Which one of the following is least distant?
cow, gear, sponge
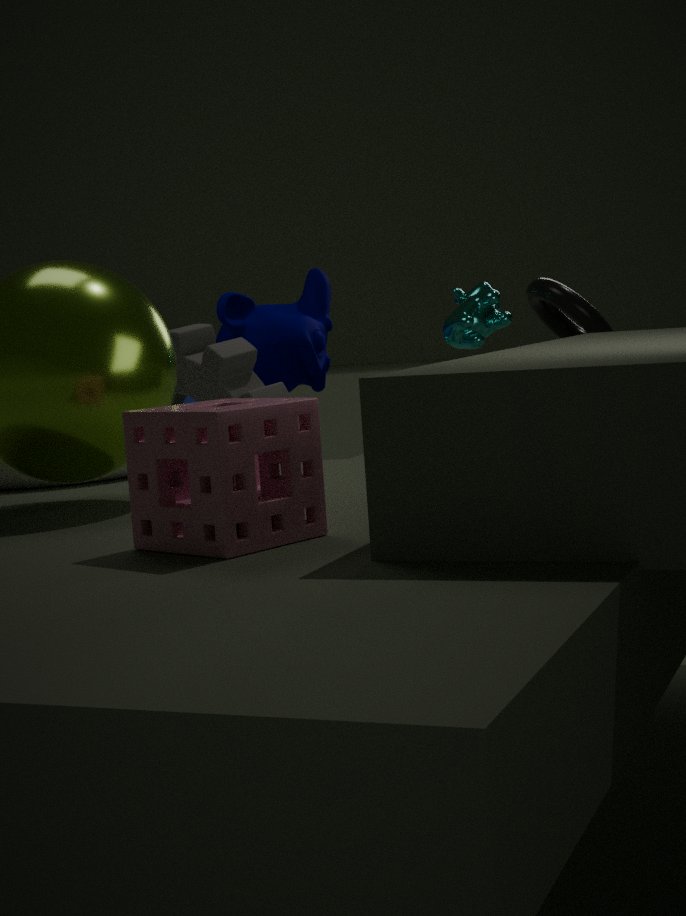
sponge
